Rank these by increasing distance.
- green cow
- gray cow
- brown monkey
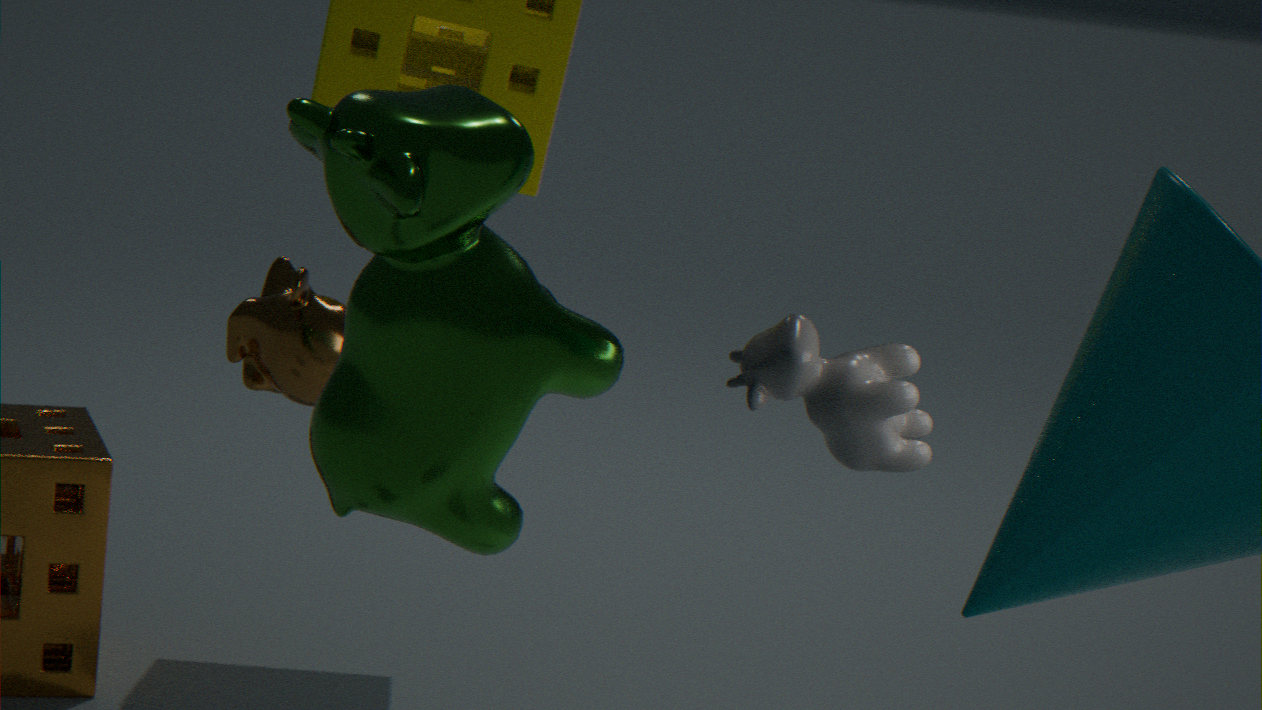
green cow, gray cow, brown monkey
